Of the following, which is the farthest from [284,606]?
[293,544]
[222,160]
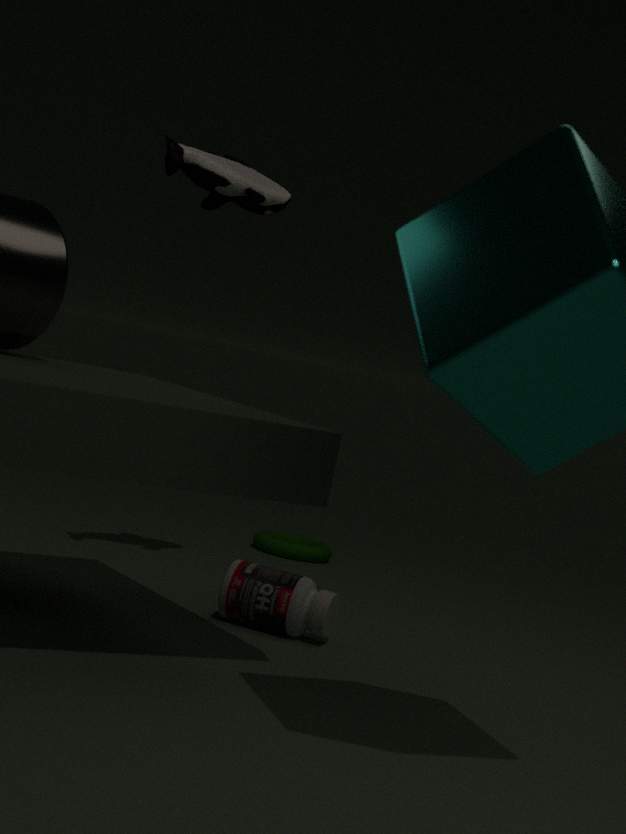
[293,544]
